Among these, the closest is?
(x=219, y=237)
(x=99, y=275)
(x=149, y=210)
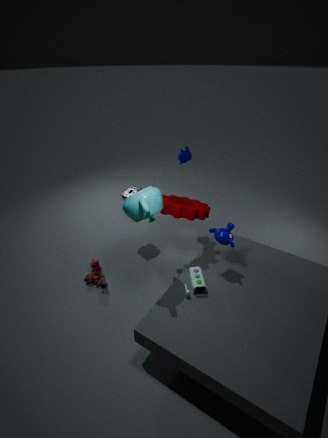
(x=149, y=210)
